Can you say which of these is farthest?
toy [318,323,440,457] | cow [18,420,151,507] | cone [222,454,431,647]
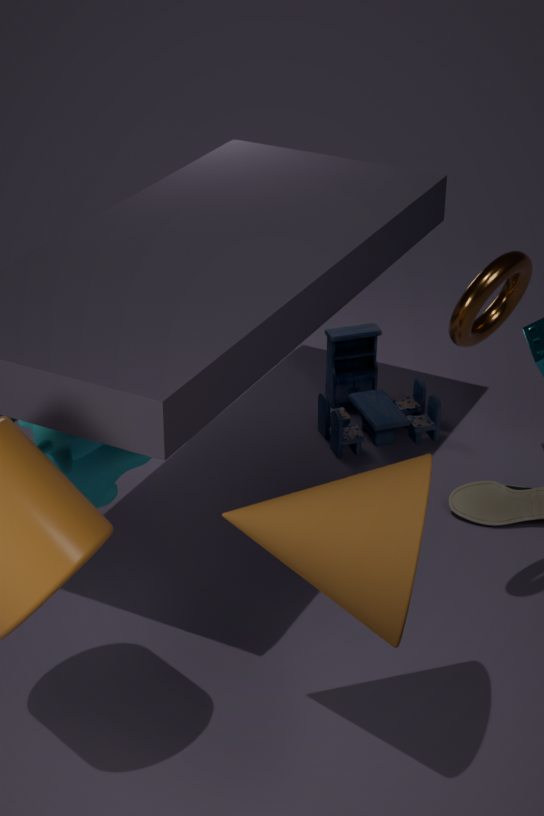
toy [318,323,440,457]
